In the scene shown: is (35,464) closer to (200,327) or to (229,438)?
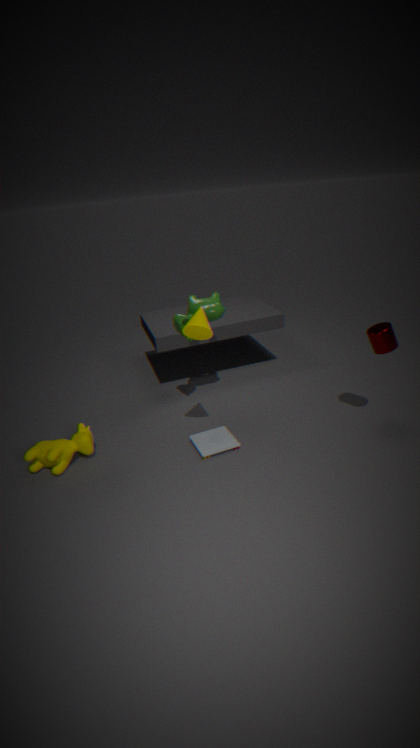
(229,438)
